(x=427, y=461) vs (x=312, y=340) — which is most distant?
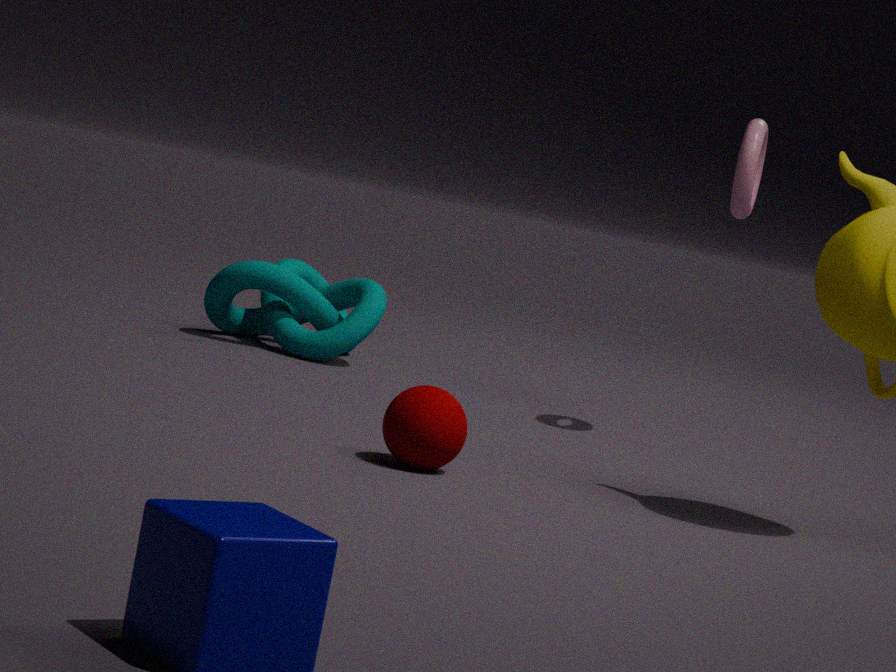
(x=312, y=340)
